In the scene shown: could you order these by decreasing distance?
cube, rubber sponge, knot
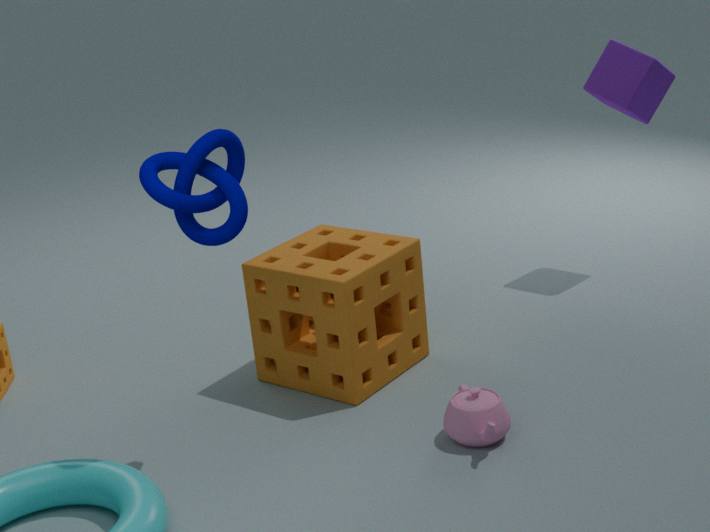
cube → rubber sponge → knot
